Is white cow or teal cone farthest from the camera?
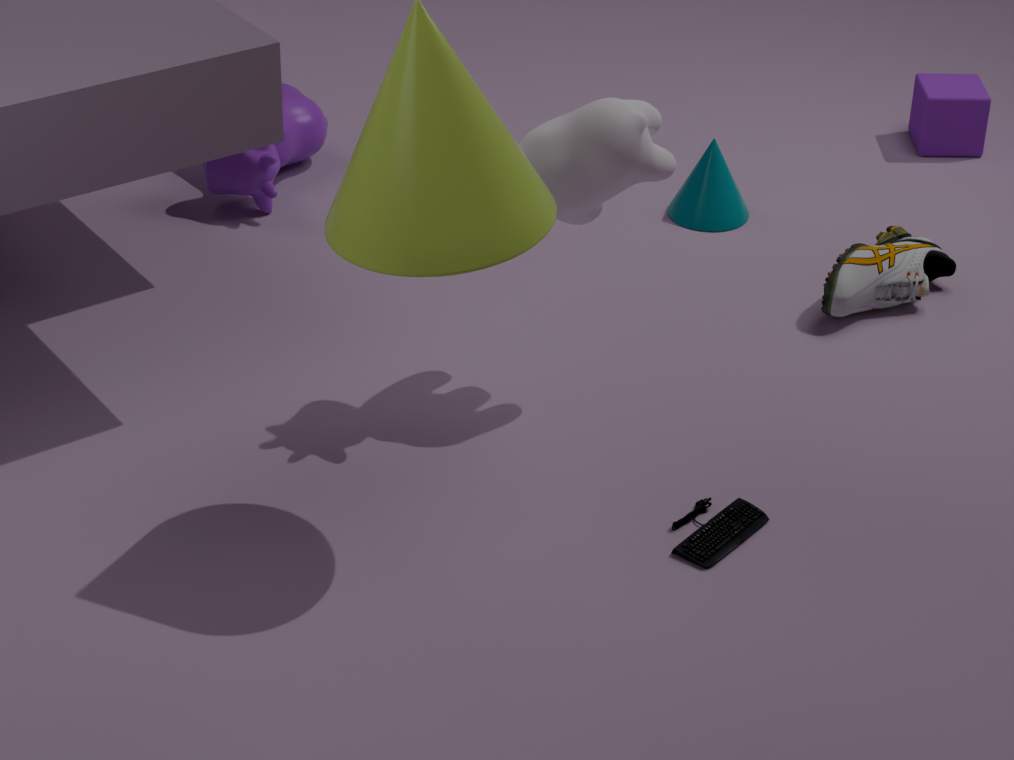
teal cone
